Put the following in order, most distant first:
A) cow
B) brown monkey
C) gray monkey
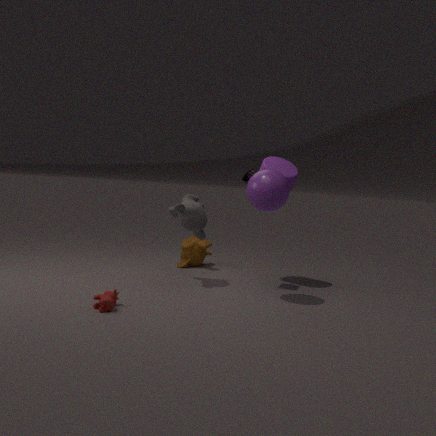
1. brown monkey
2. gray monkey
3. cow
